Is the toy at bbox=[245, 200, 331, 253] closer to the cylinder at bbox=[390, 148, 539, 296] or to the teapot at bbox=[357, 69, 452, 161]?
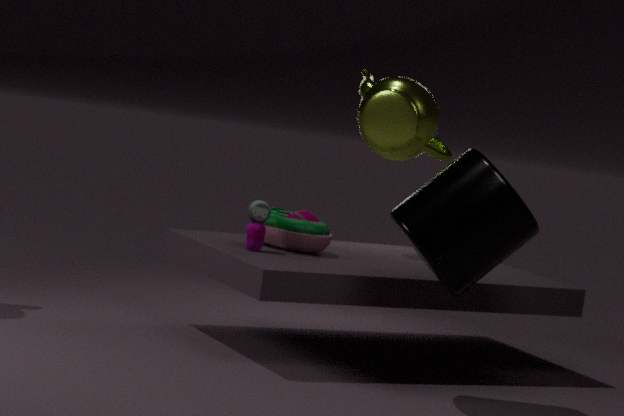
the teapot at bbox=[357, 69, 452, 161]
